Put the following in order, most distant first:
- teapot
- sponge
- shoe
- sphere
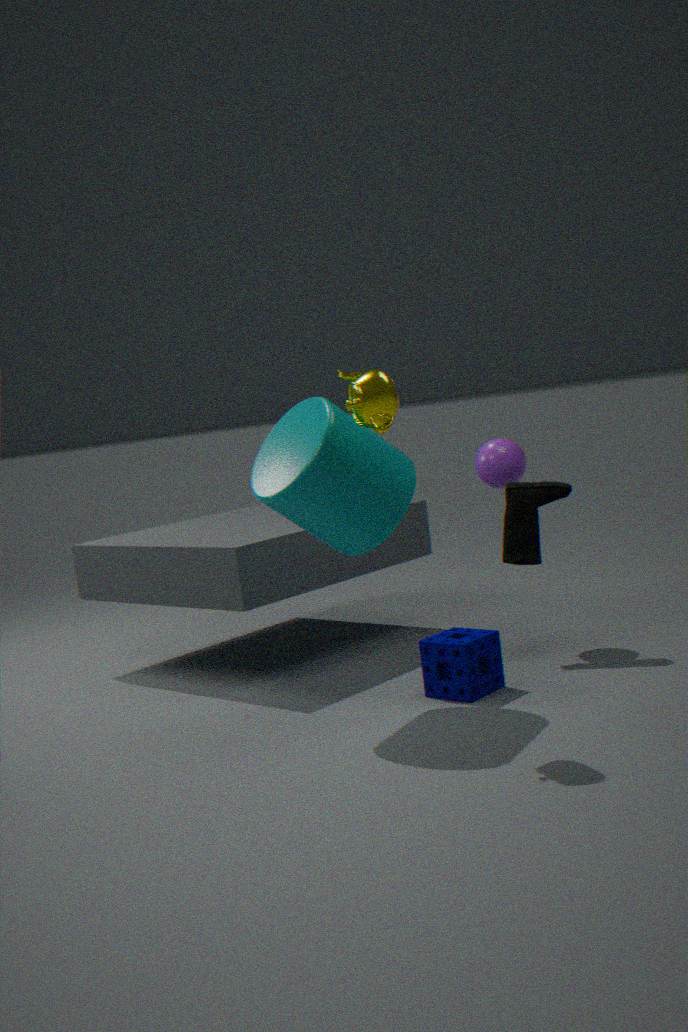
1. sphere
2. shoe
3. sponge
4. teapot
